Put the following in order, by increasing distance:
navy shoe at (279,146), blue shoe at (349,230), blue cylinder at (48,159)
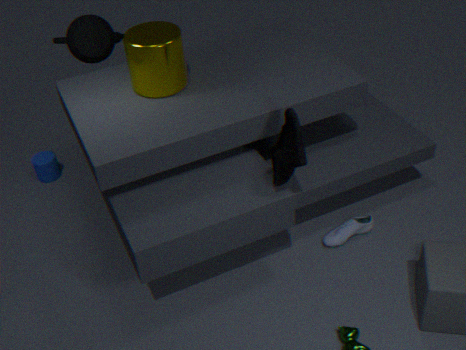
navy shoe at (279,146) → blue shoe at (349,230) → blue cylinder at (48,159)
